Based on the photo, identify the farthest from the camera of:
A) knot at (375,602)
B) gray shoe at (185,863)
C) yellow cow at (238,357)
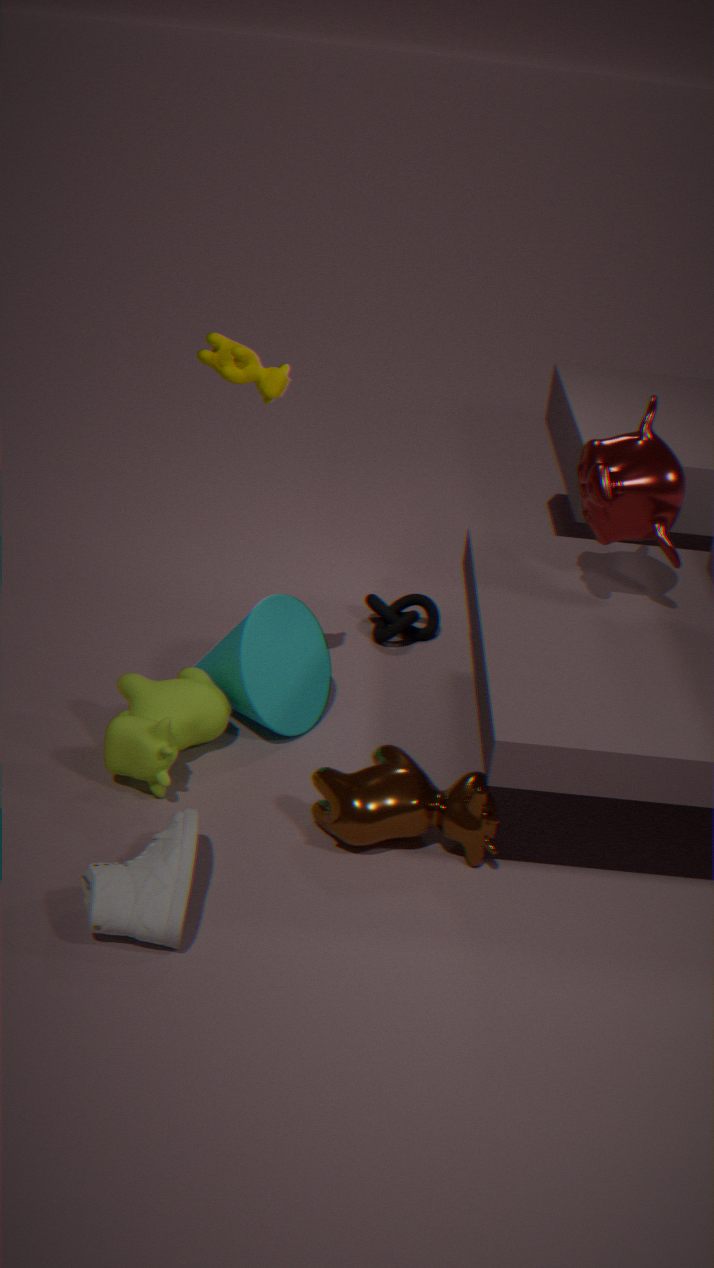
knot at (375,602)
